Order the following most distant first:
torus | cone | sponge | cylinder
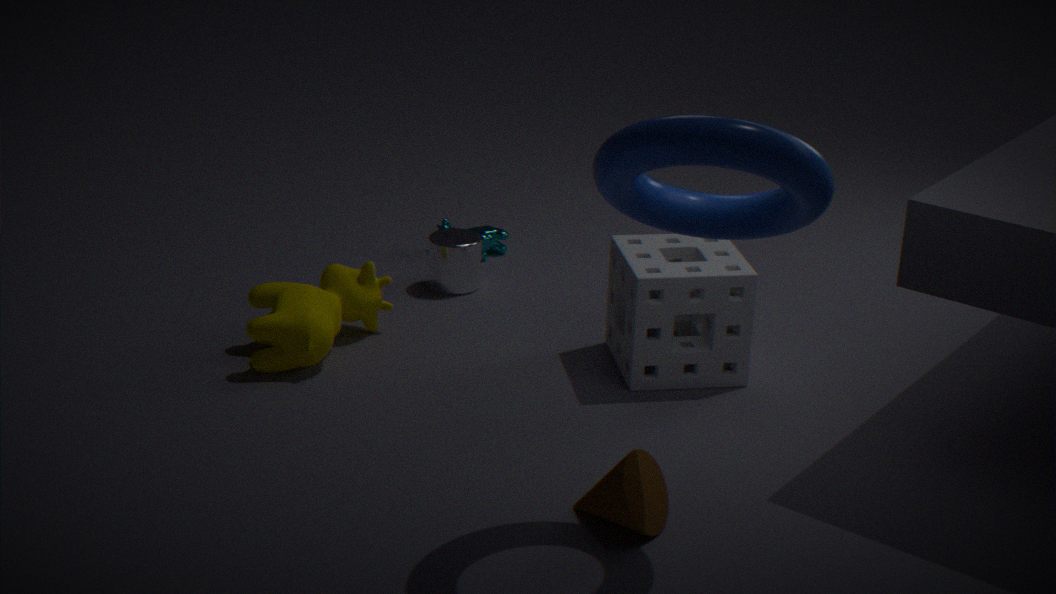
cylinder
sponge
cone
torus
